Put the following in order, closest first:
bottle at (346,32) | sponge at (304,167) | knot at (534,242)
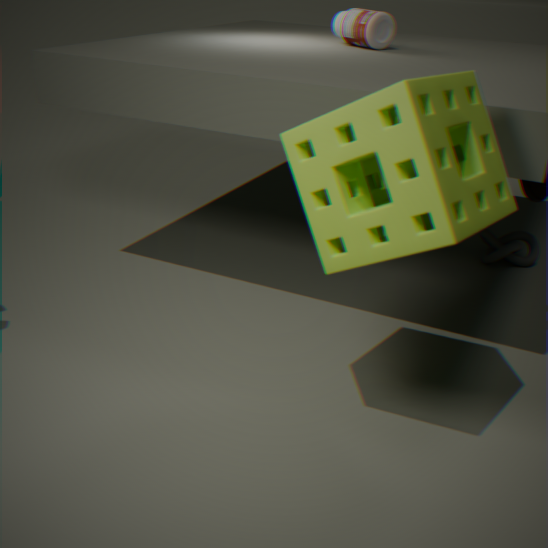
sponge at (304,167) < bottle at (346,32) < knot at (534,242)
